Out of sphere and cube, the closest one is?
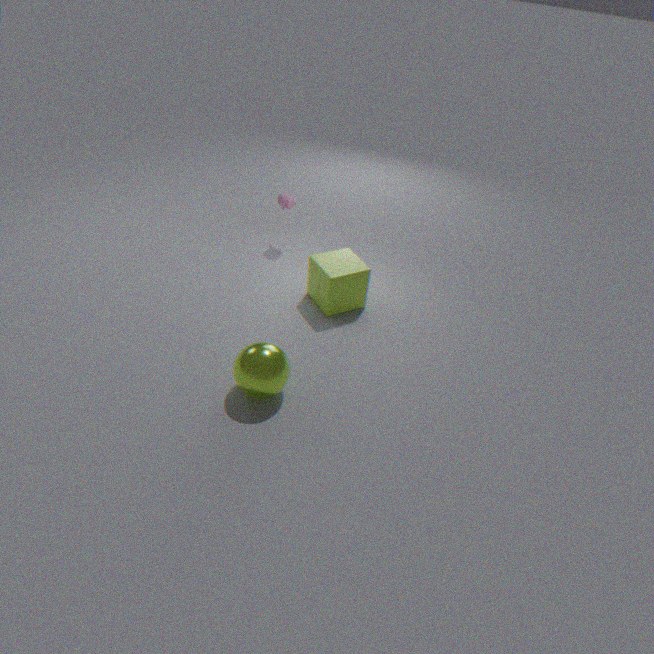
sphere
